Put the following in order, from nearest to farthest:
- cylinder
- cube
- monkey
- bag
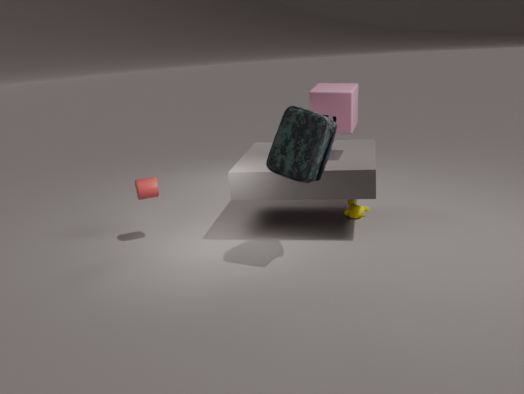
bag, cube, cylinder, monkey
